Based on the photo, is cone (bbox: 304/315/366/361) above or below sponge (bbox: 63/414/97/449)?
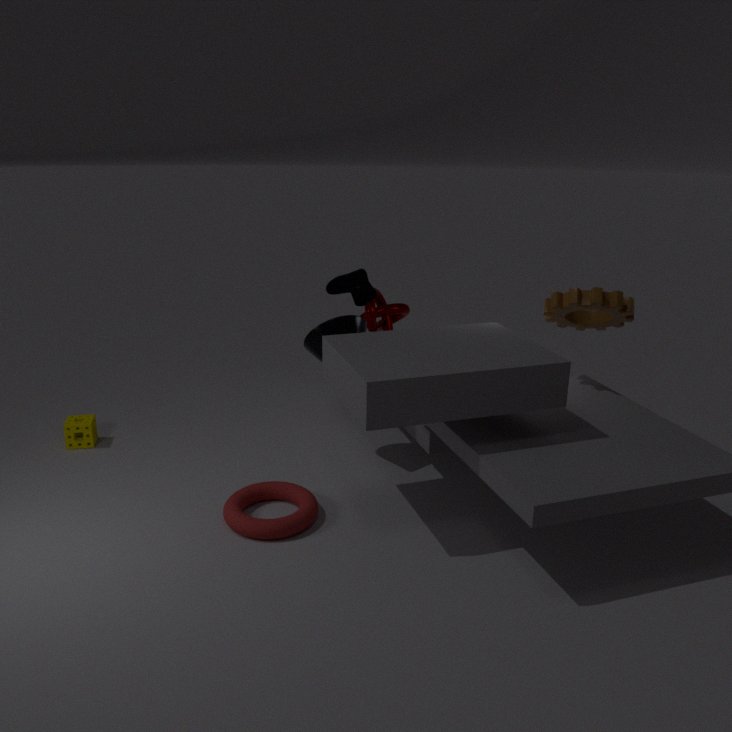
above
